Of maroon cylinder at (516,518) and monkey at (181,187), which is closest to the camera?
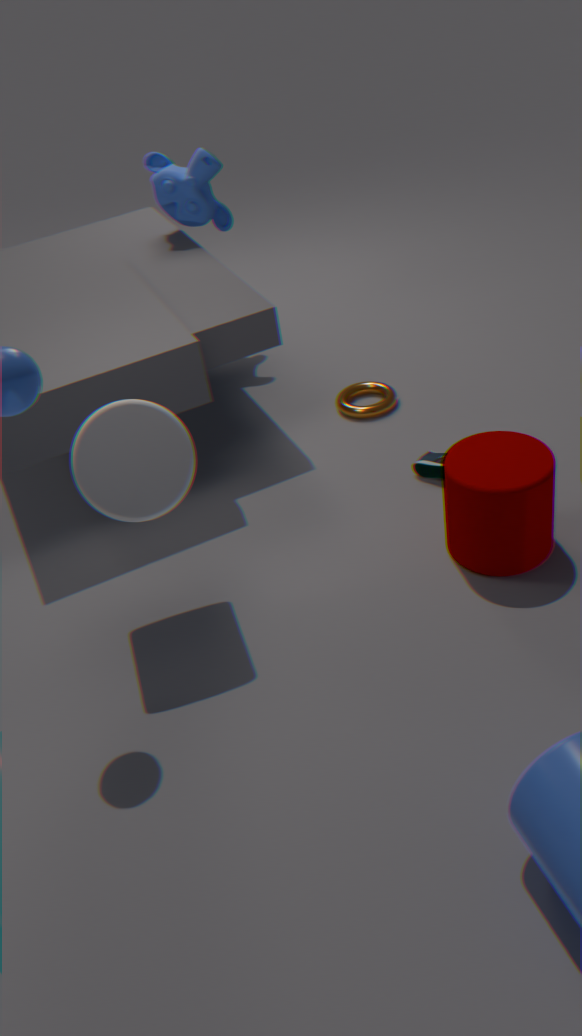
maroon cylinder at (516,518)
